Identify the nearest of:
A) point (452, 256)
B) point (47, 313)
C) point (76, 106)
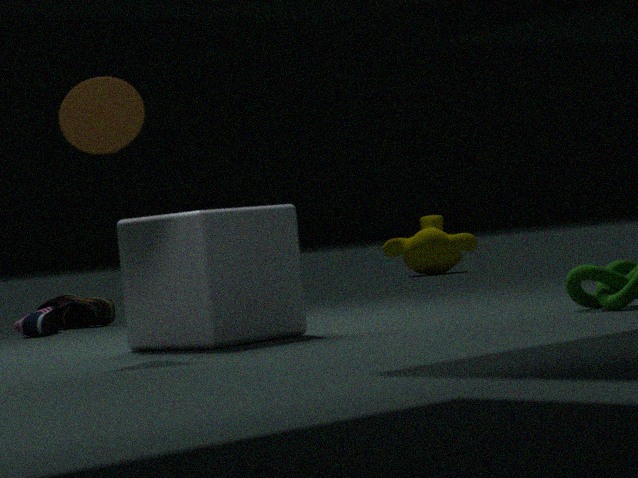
point (76, 106)
